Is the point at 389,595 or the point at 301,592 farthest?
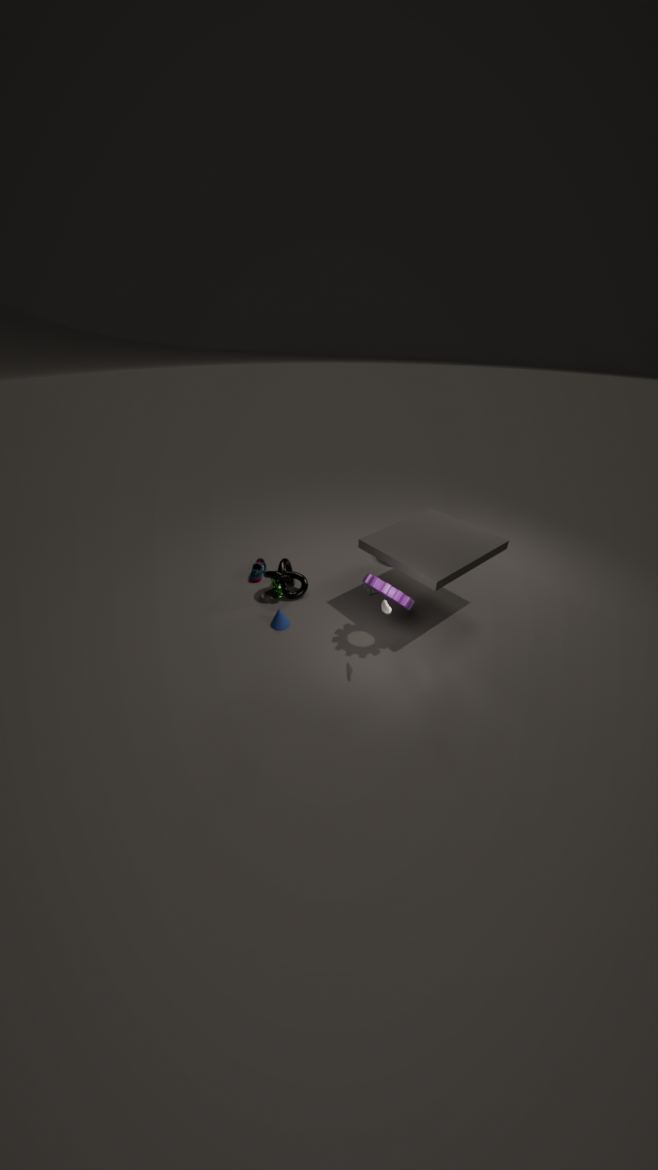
the point at 301,592
